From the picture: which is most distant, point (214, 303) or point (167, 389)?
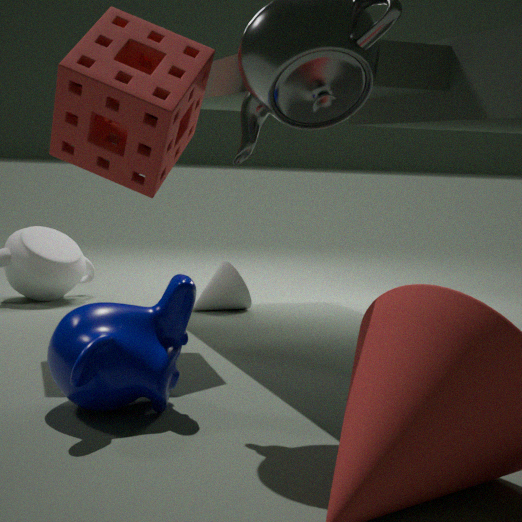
point (214, 303)
